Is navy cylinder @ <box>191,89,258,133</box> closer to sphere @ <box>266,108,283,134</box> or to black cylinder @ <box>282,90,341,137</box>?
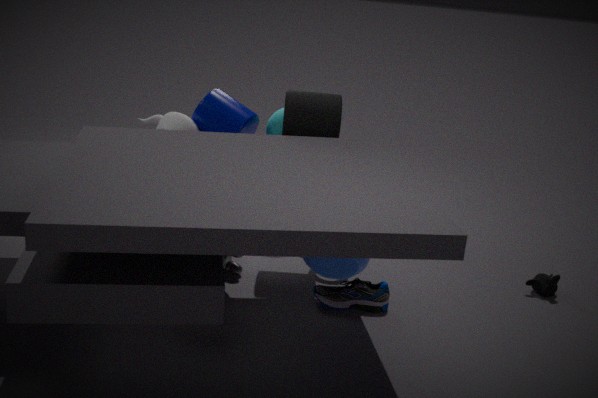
sphere @ <box>266,108,283,134</box>
